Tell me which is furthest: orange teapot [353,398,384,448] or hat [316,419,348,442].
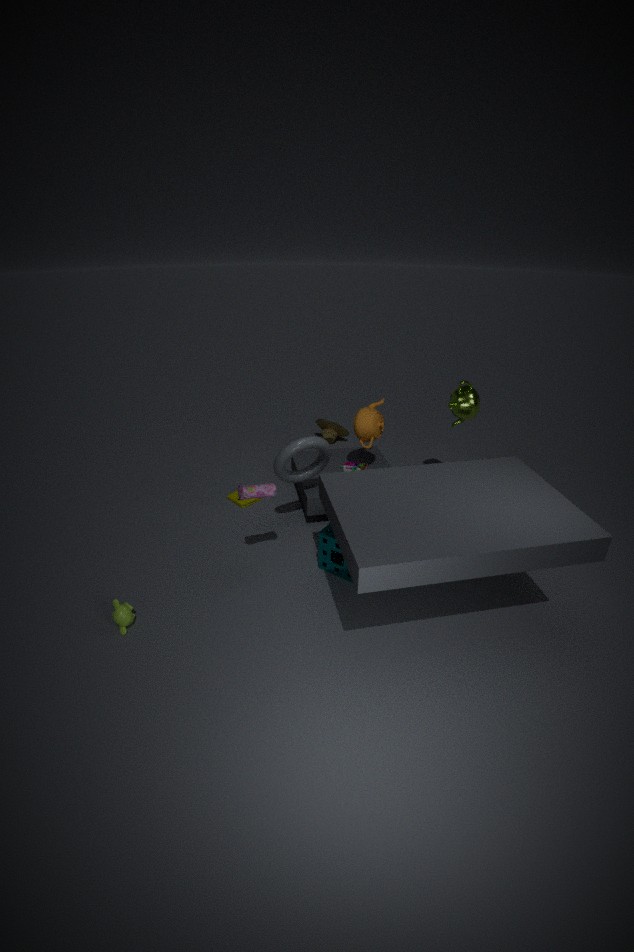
hat [316,419,348,442]
